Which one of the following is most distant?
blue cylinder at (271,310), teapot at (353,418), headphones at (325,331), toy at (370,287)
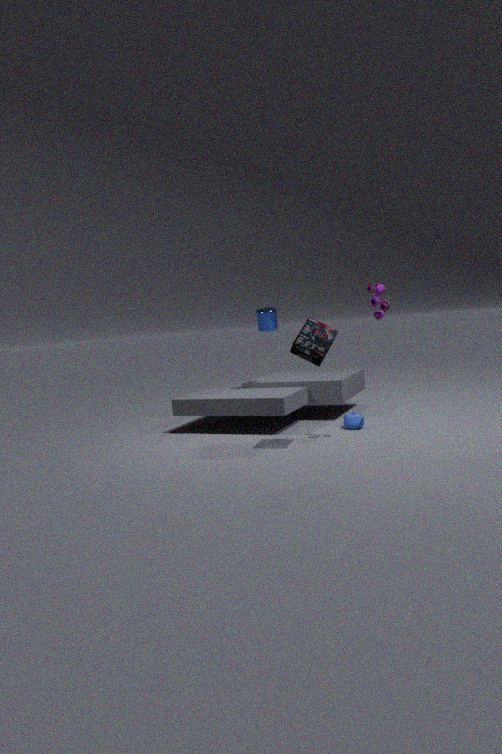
blue cylinder at (271,310)
